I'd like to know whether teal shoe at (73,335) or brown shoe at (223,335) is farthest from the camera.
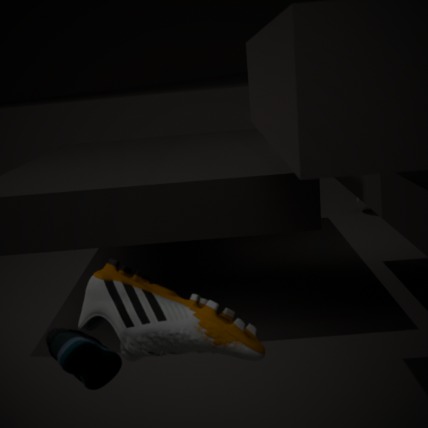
teal shoe at (73,335)
